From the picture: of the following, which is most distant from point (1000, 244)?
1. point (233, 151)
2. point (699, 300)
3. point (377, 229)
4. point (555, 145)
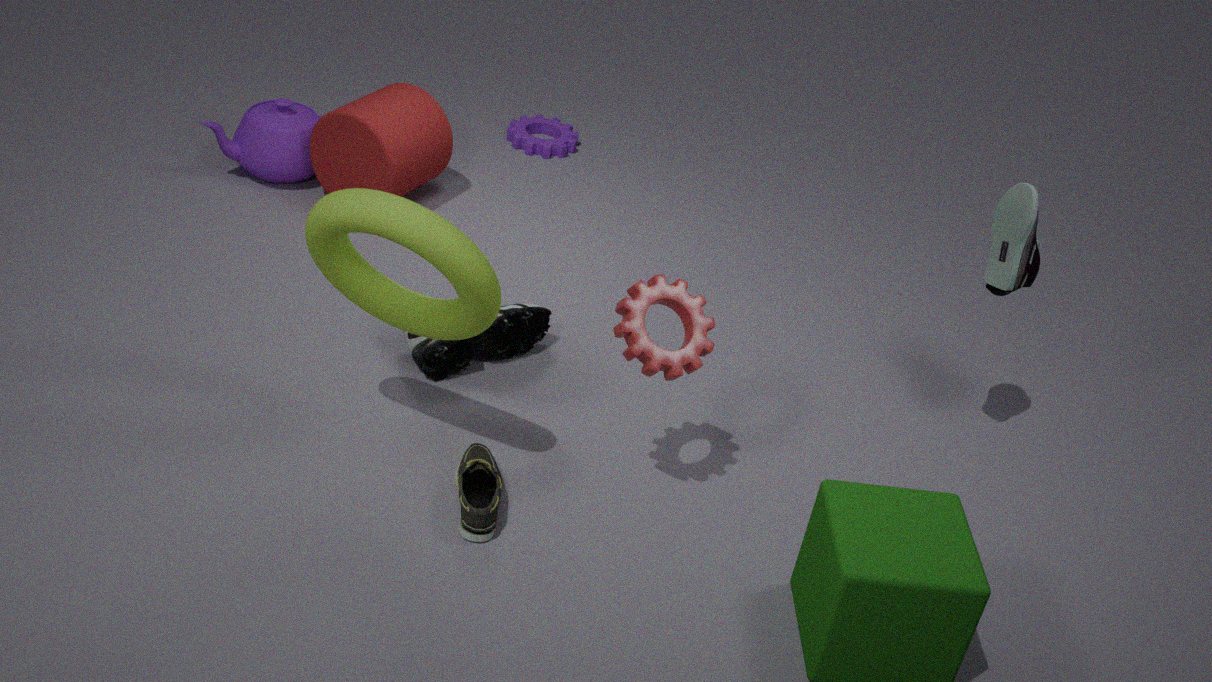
point (233, 151)
